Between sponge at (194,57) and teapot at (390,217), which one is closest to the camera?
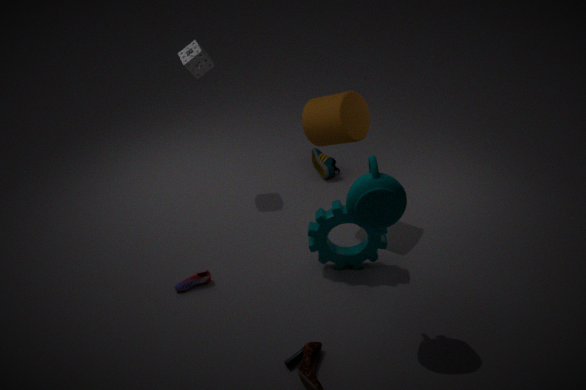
teapot at (390,217)
